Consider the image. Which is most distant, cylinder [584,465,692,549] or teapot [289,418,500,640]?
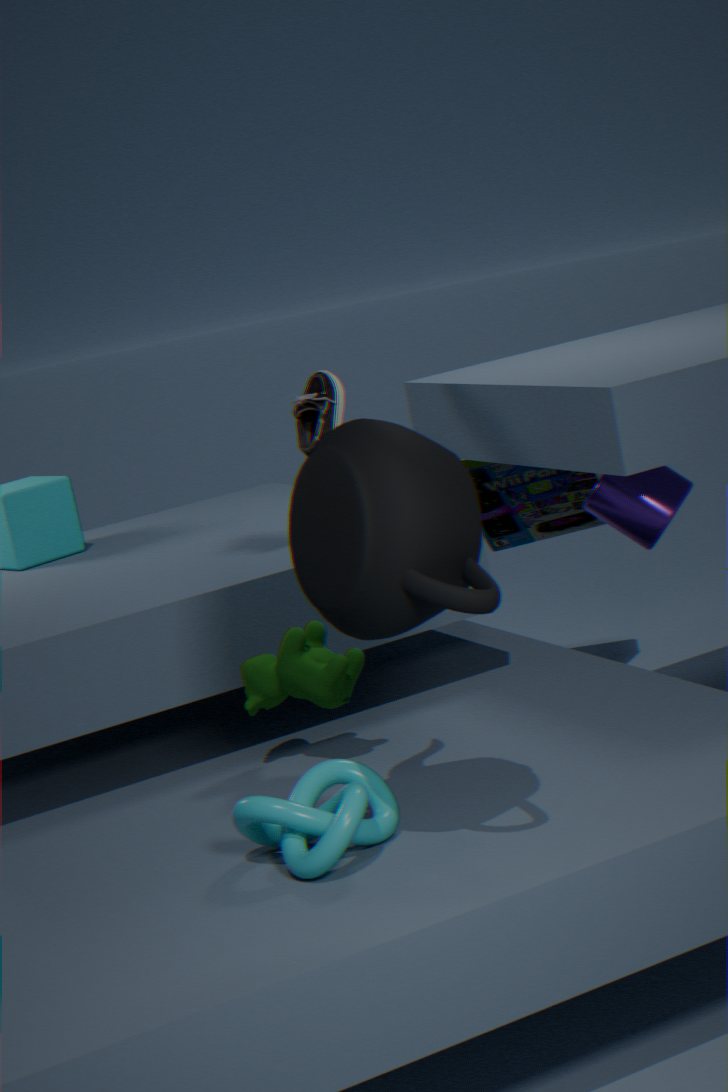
cylinder [584,465,692,549]
